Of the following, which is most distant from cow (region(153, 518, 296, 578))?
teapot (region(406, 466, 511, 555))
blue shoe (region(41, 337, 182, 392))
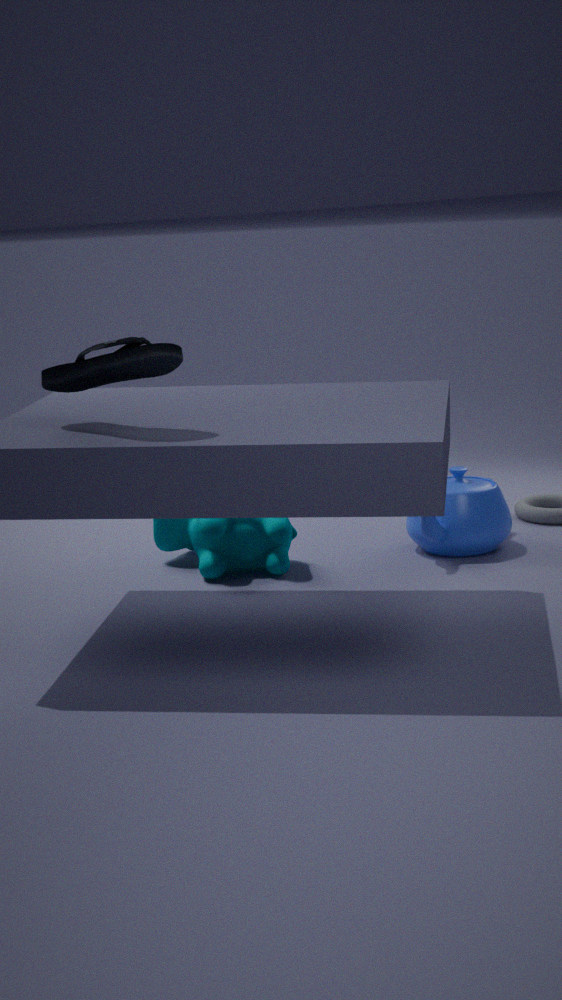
blue shoe (region(41, 337, 182, 392))
